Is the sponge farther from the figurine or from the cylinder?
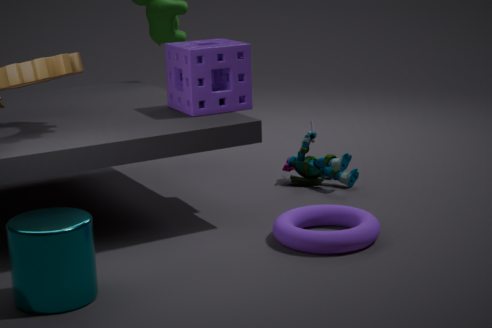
the cylinder
